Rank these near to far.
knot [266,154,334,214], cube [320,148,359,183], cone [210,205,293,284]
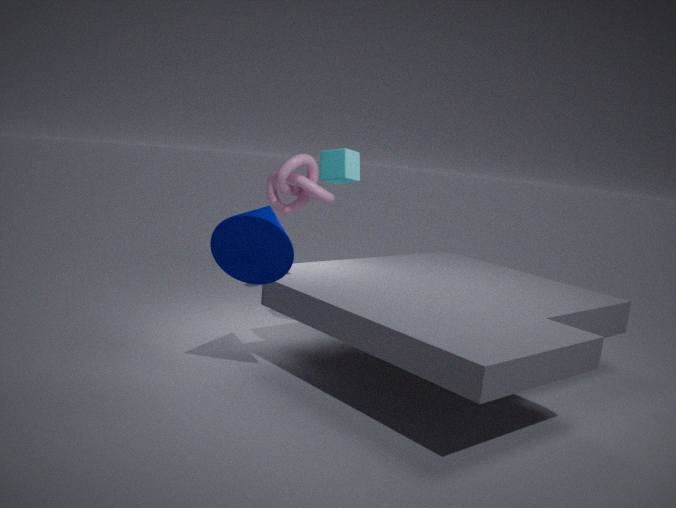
cone [210,205,293,284]
cube [320,148,359,183]
knot [266,154,334,214]
